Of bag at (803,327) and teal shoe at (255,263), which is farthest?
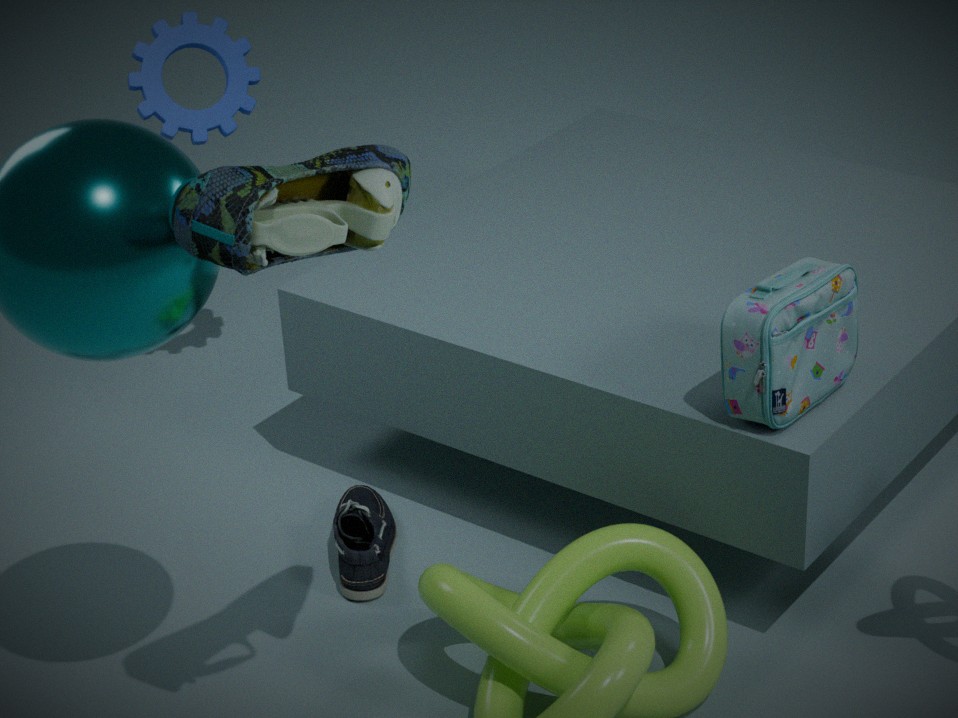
bag at (803,327)
